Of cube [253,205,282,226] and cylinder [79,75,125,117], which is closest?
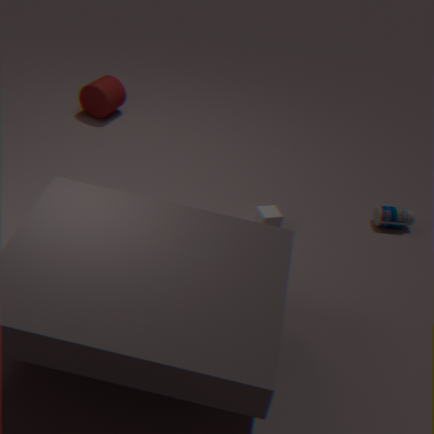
cube [253,205,282,226]
